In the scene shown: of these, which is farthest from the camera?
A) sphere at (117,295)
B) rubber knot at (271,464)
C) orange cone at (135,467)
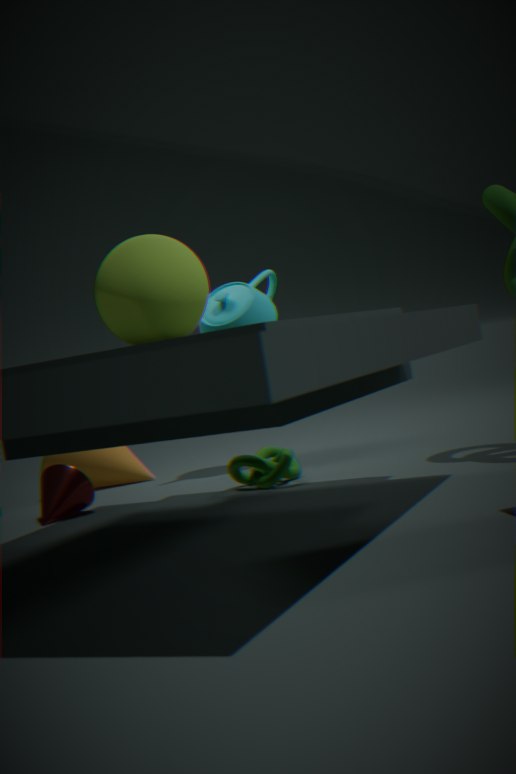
orange cone at (135,467)
